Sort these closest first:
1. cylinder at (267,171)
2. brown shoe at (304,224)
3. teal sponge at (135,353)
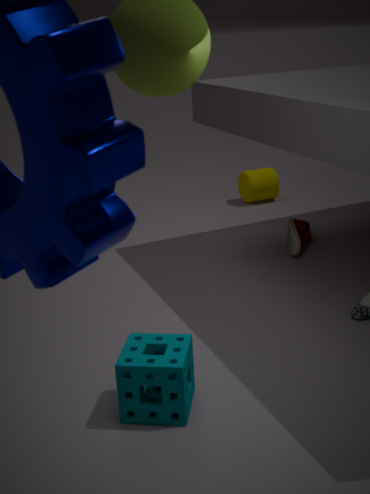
teal sponge at (135,353)
brown shoe at (304,224)
cylinder at (267,171)
